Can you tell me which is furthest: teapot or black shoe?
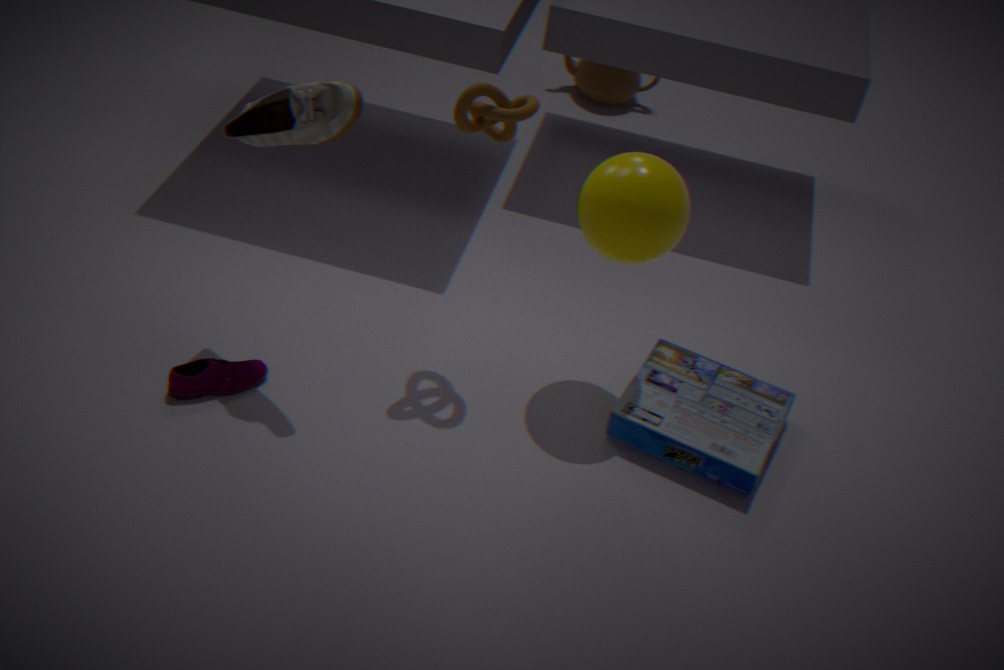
teapot
